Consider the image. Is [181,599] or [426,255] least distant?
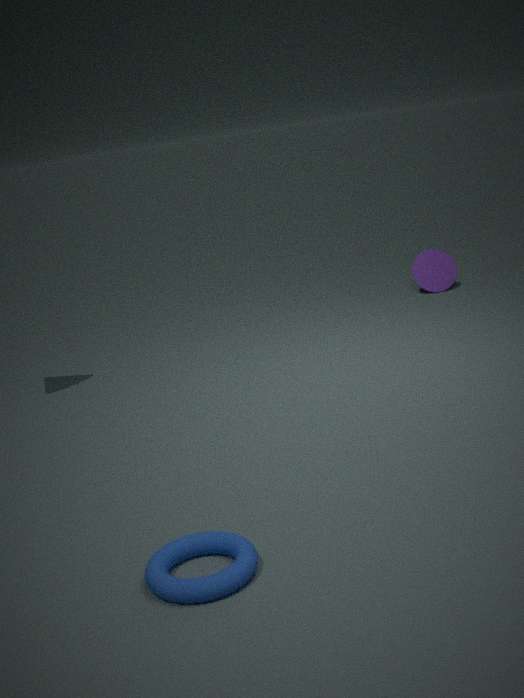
[181,599]
